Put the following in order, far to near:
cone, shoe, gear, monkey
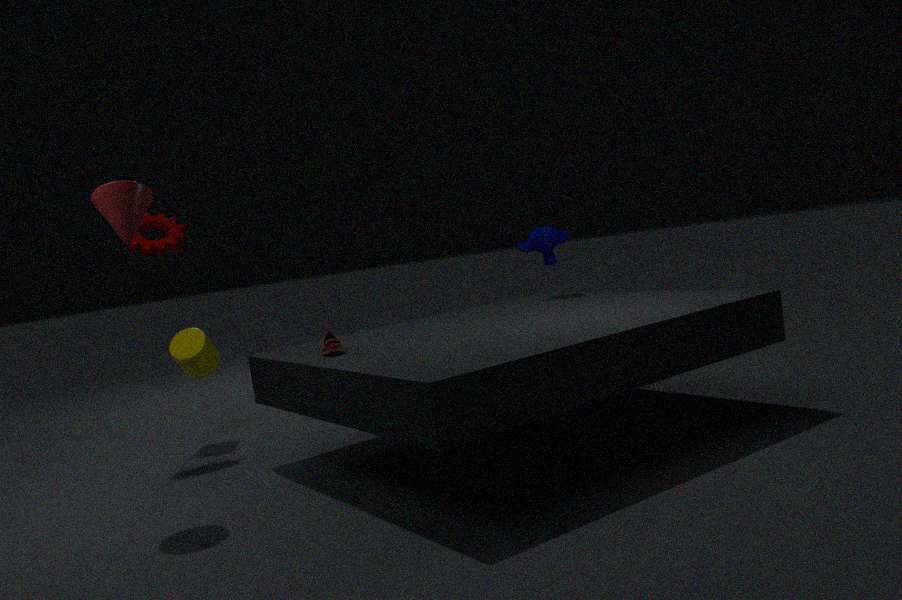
monkey, gear, shoe, cone
